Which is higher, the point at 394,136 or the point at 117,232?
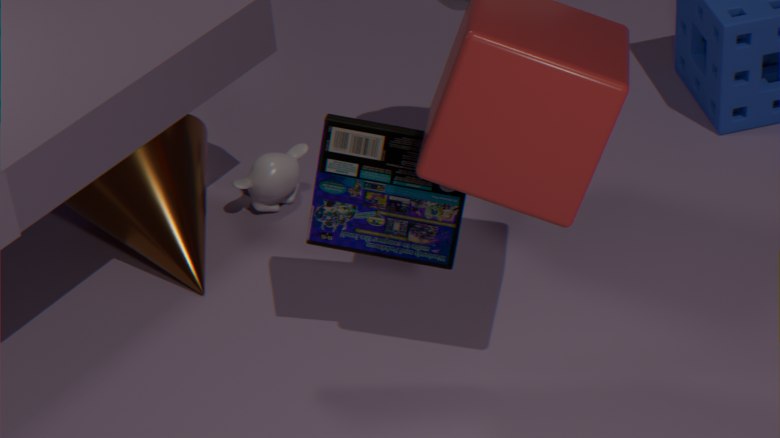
the point at 394,136
